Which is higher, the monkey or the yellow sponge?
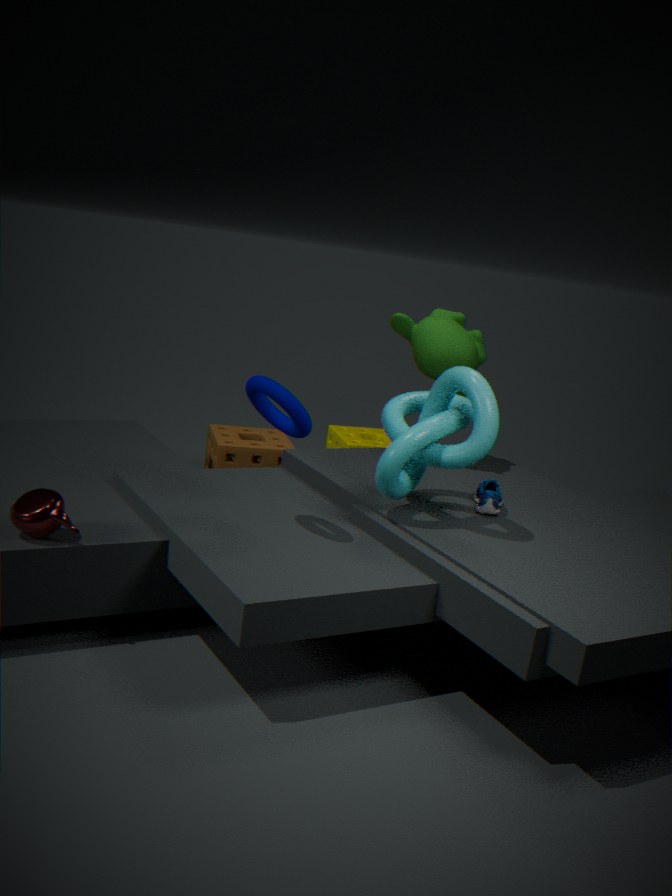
the monkey
